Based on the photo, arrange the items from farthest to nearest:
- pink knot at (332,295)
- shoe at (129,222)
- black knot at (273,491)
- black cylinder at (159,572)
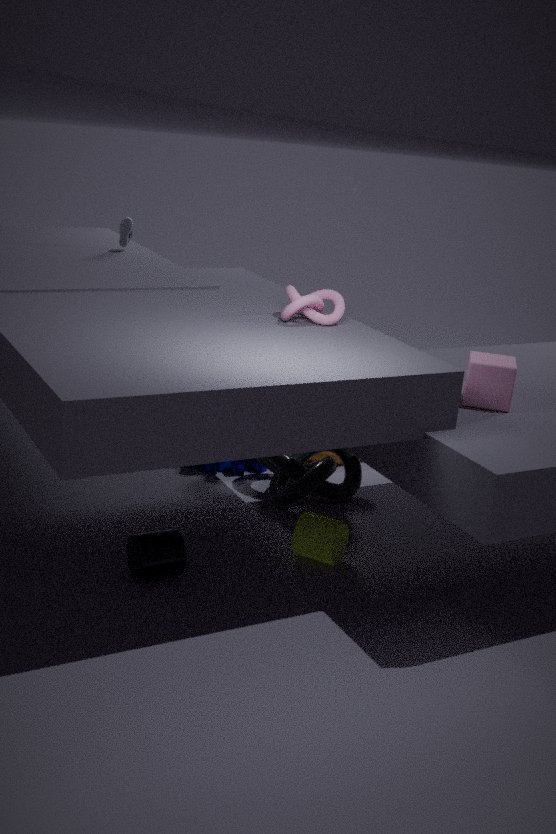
shoe at (129,222)
black knot at (273,491)
pink knot at (332,295)
black cylinder at (159,572)
